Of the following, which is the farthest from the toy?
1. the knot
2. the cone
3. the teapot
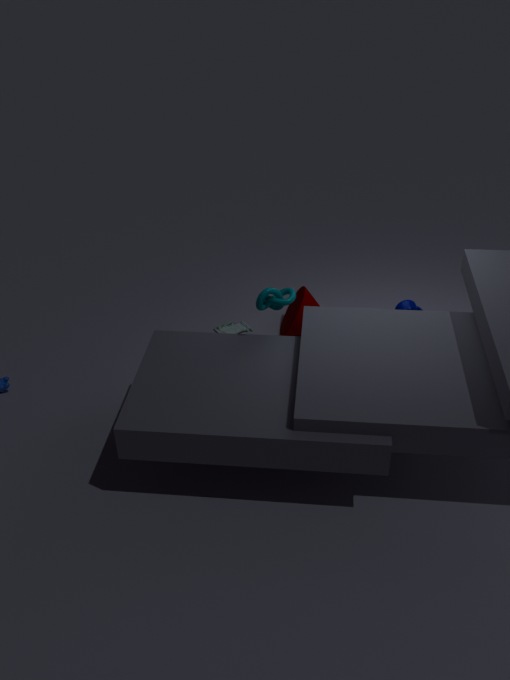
the teapot
